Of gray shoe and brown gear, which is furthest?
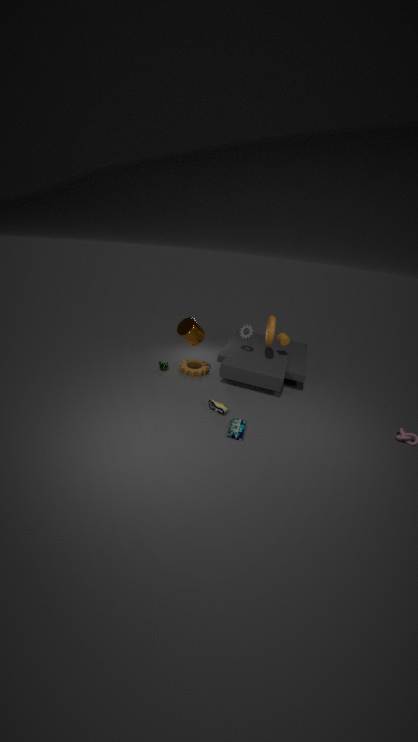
brown gear
